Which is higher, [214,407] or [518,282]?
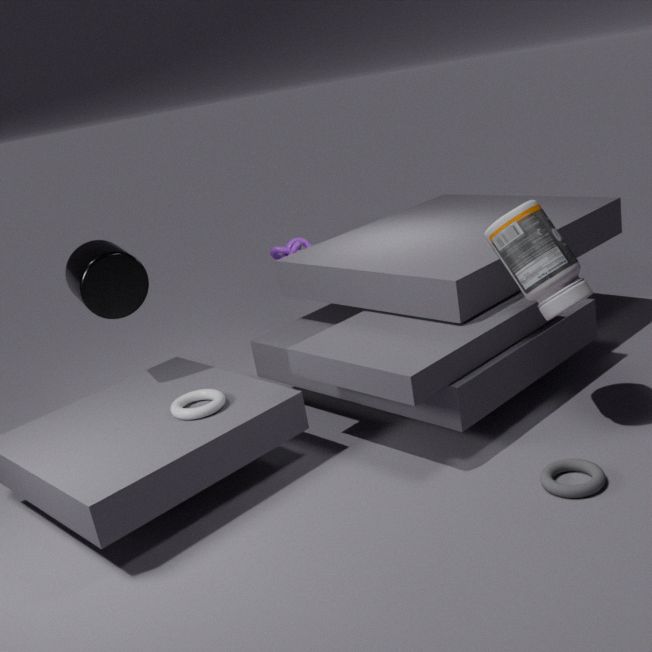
[518,282]
